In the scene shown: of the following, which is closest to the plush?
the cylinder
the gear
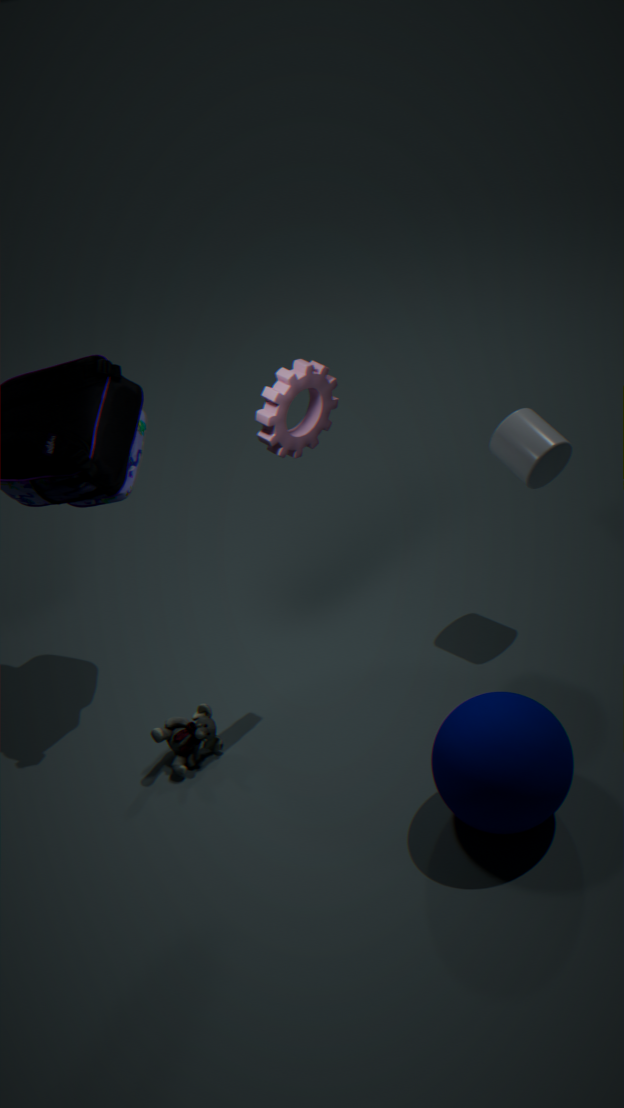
the gear
